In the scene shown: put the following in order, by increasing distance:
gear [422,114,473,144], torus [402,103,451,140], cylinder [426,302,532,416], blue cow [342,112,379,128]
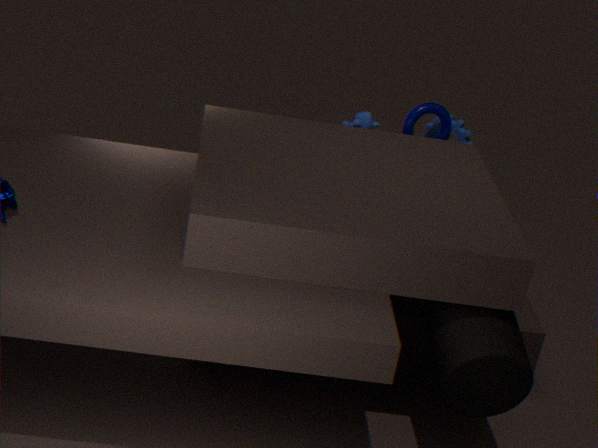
cylinder [426,302,532,416] → blue cow [342,112,379,128] → torus [402,103,451,140] → gear [422,114,473,144]
